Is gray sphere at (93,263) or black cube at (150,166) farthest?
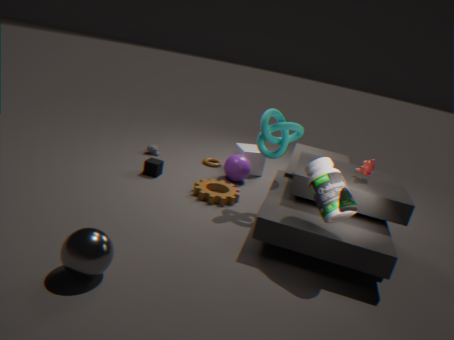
black cube at (150,166)
